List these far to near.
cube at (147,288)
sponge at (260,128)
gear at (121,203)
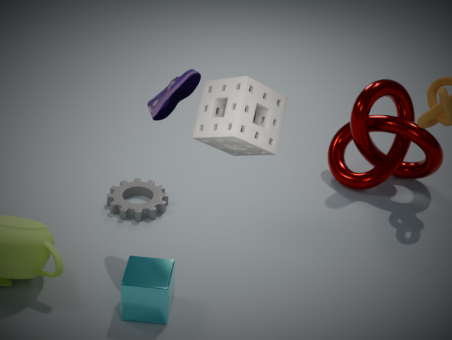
gear at (121,203), cube at (147,288), sponge at (260,128)
